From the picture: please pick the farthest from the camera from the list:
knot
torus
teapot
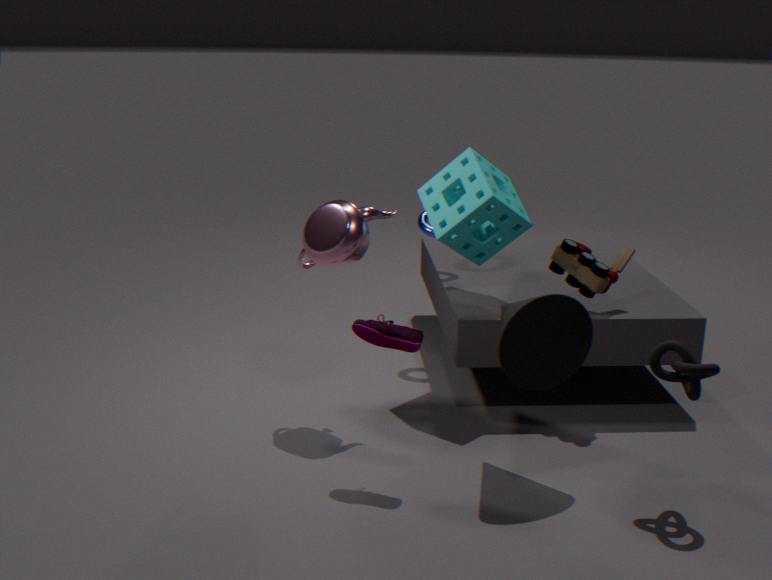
torus
